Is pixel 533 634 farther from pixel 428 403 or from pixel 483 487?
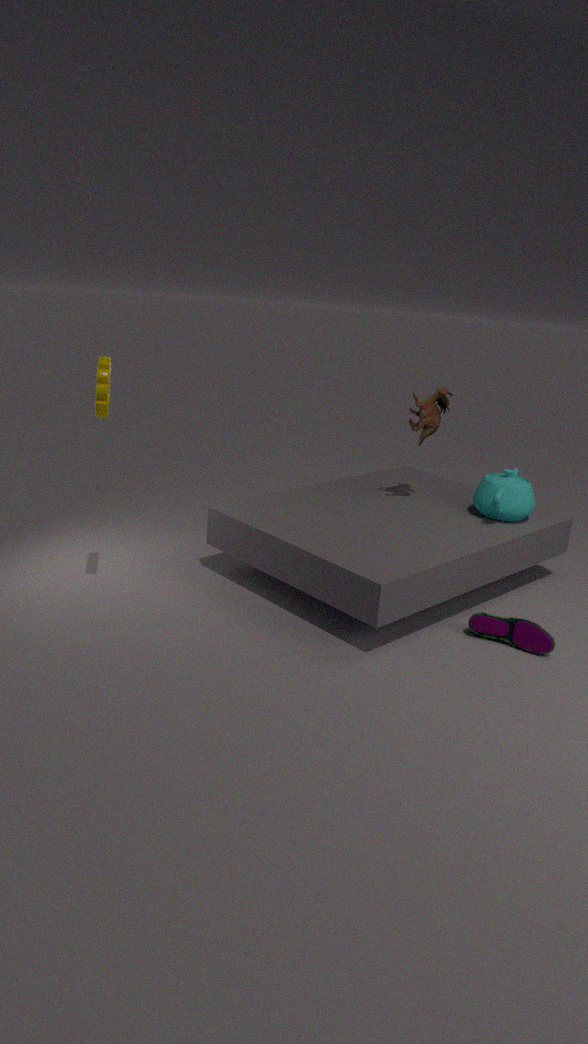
pixel 428 403
